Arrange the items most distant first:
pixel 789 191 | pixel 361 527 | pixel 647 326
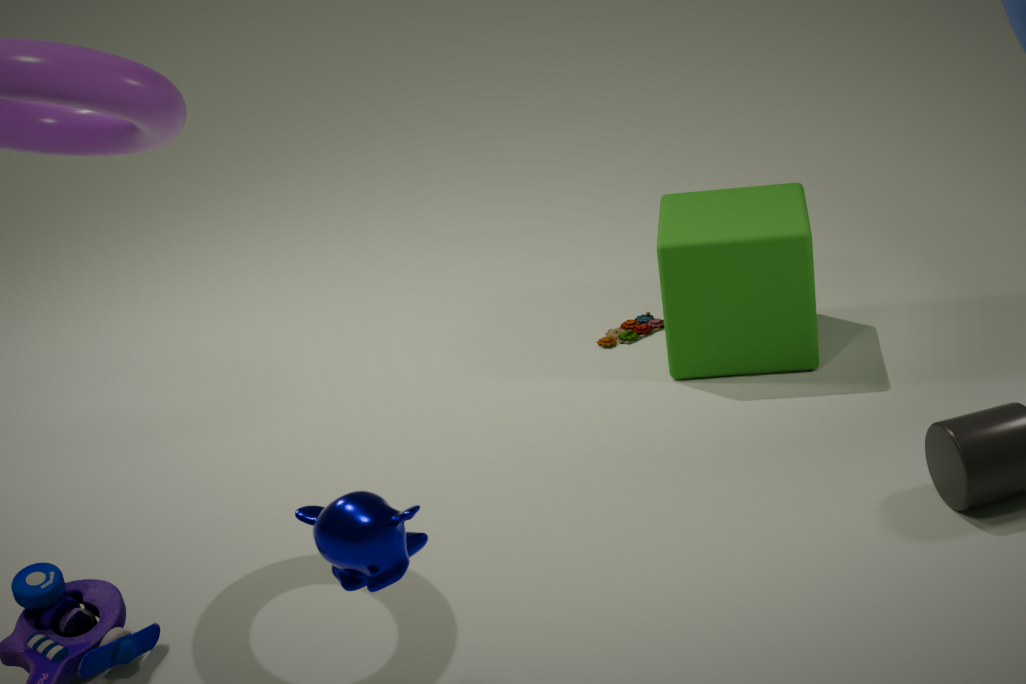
pixel 647 326 → pixel 789 191 → pixel 361 527
